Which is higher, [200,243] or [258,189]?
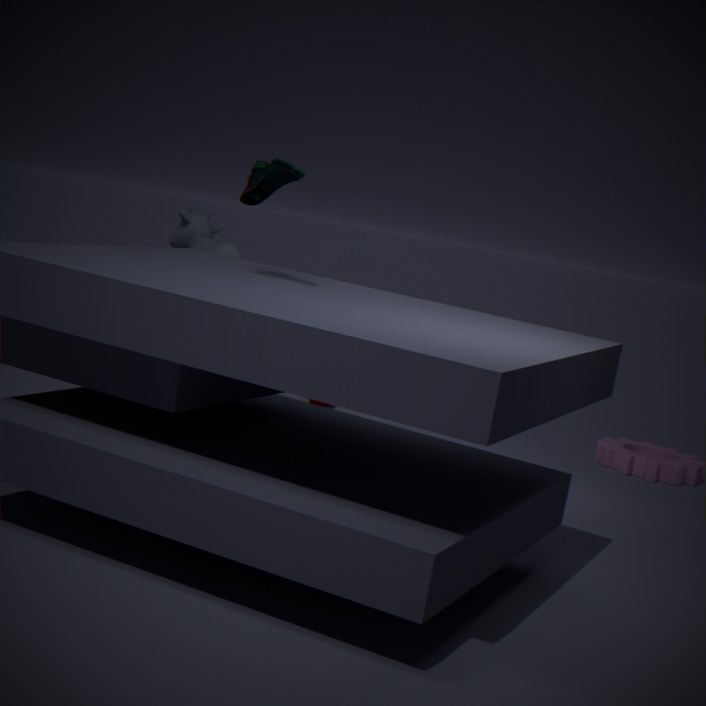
[258,189]
